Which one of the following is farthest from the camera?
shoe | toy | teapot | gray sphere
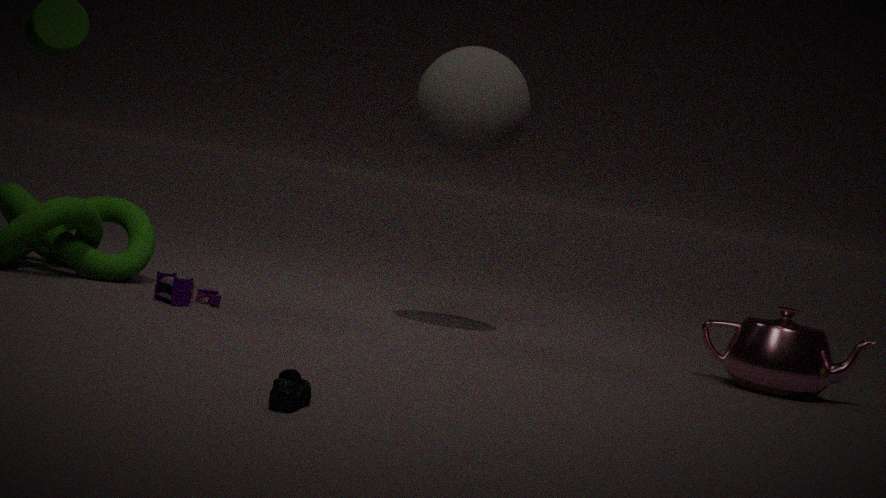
gray sphere
